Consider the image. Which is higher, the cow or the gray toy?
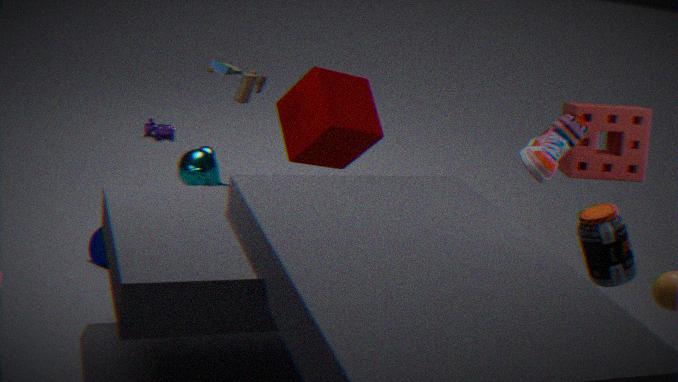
the gray toy
